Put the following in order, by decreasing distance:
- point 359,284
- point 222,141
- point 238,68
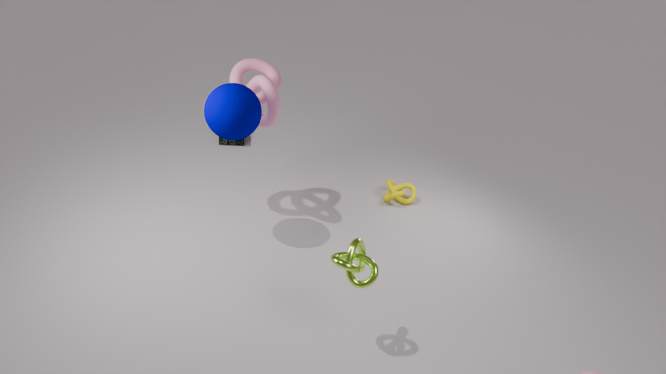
point 222,141, point 238,68, point 359,284
